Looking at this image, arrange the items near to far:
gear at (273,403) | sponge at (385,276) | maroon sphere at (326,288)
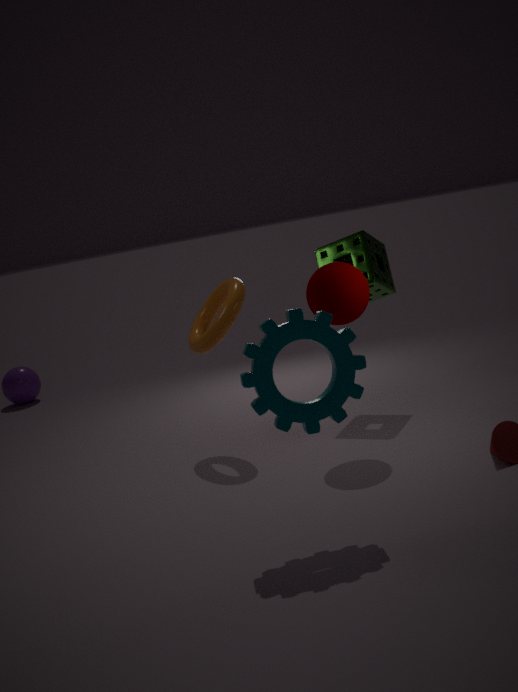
gear at (273,403) < maroon sphere at (326,288) < sponge at (385,276)
